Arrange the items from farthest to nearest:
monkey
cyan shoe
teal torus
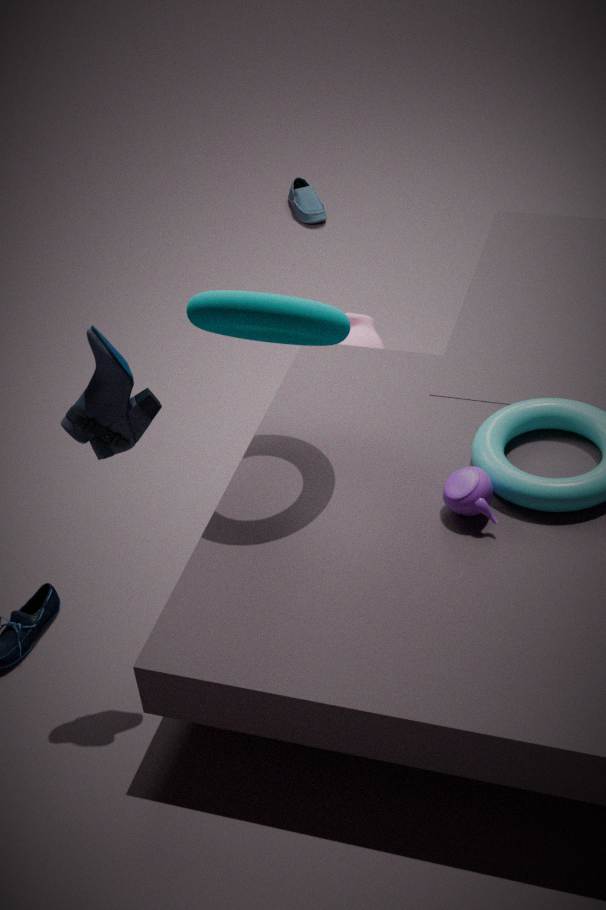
1. cyan shoe
2. monkey
3. teal torus
